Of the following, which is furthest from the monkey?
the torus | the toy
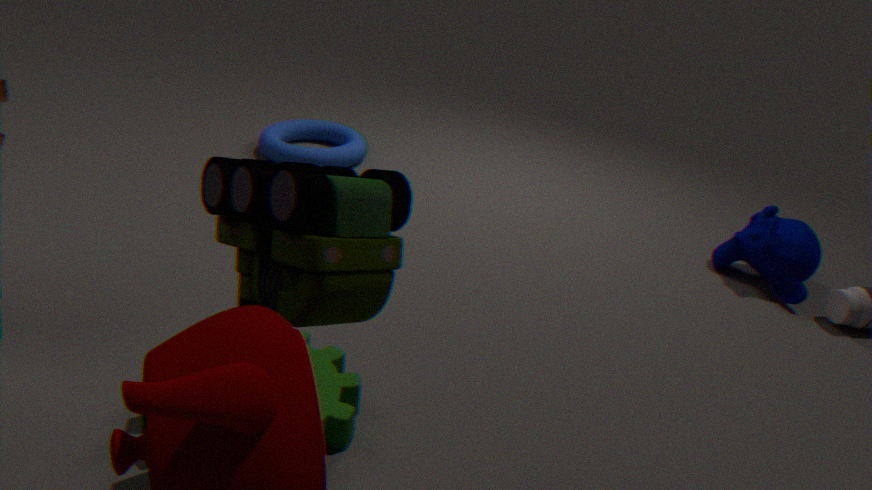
the toy
